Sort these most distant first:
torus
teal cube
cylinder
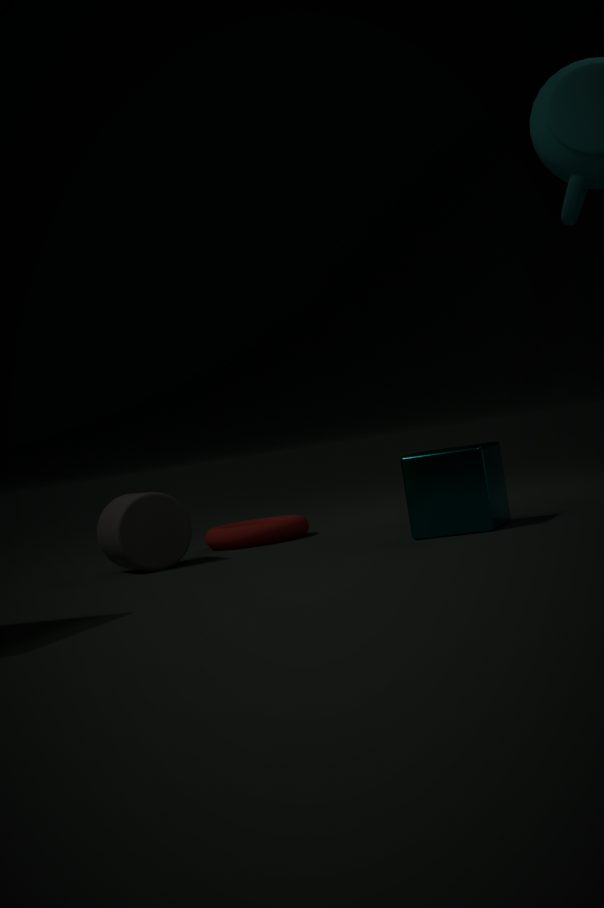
torus, cylinder, teal cube
